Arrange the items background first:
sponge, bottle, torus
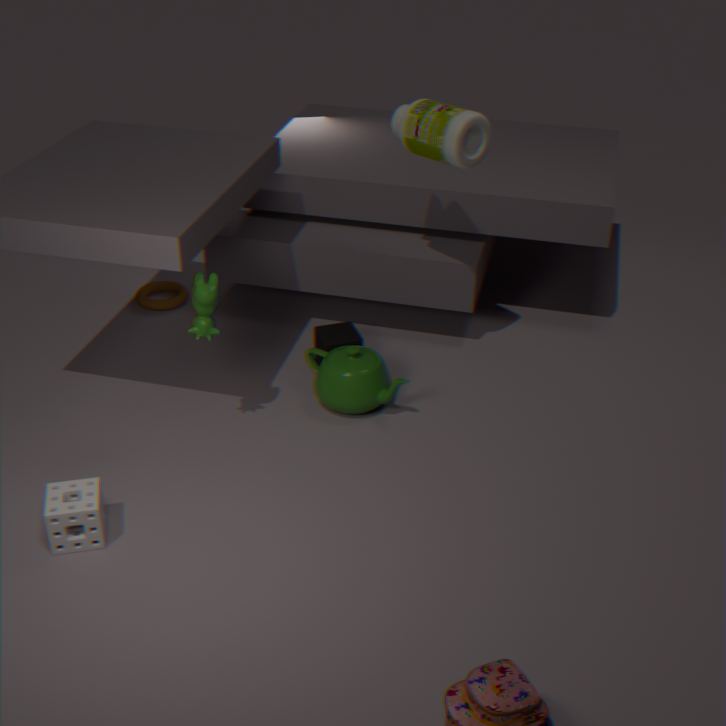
1. torus
2. bottle
3. sponge
